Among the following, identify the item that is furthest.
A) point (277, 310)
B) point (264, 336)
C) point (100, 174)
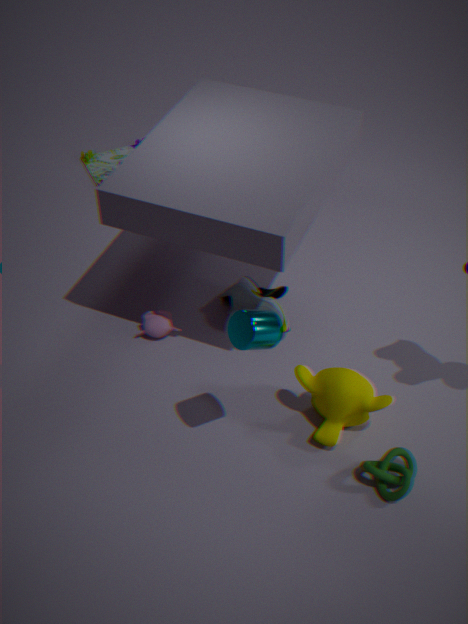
point (100, 174)
